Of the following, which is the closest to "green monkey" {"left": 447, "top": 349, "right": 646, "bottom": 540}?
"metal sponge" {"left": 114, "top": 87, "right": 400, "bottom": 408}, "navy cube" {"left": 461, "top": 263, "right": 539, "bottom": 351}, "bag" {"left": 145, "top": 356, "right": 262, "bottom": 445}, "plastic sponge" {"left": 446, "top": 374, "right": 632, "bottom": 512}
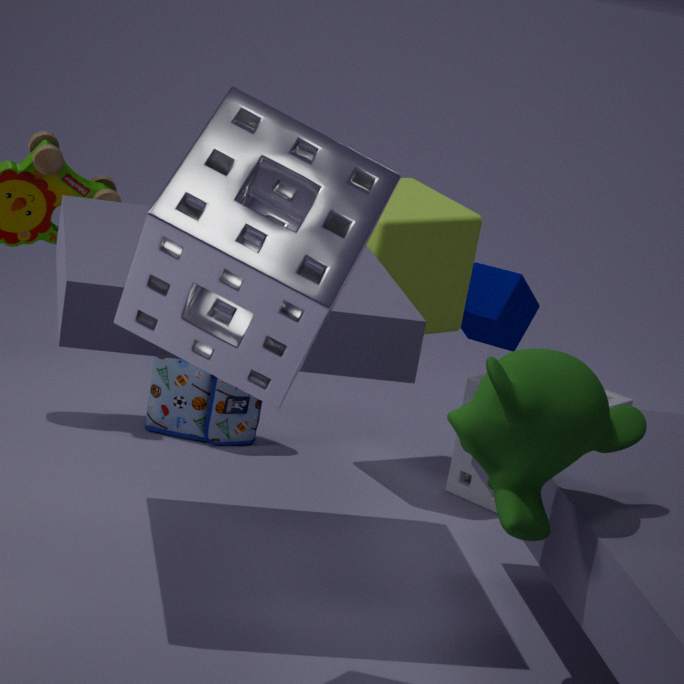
"metal sponge" {"left": 114, "top": 87, "right": 400, "bottom": 408}
